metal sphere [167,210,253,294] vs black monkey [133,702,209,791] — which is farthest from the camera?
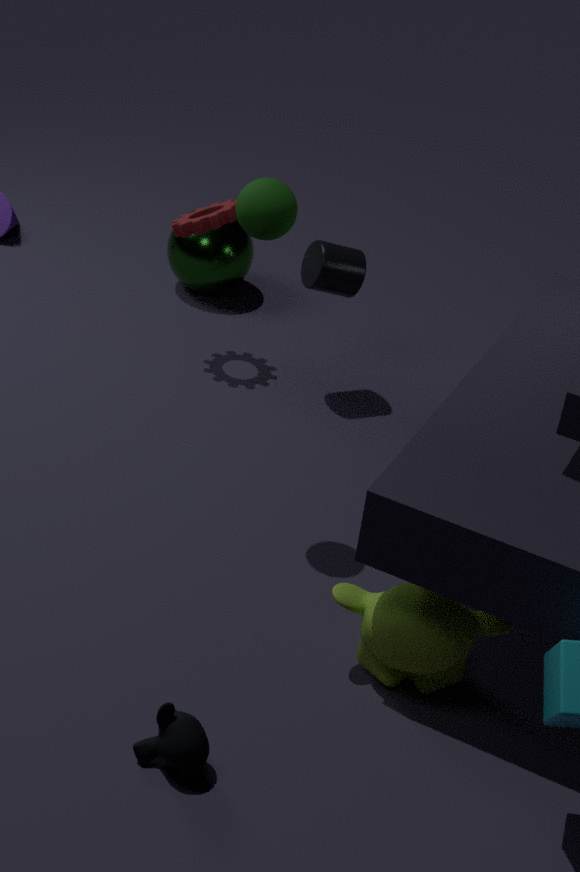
metal sphere [167,210,253,294]
